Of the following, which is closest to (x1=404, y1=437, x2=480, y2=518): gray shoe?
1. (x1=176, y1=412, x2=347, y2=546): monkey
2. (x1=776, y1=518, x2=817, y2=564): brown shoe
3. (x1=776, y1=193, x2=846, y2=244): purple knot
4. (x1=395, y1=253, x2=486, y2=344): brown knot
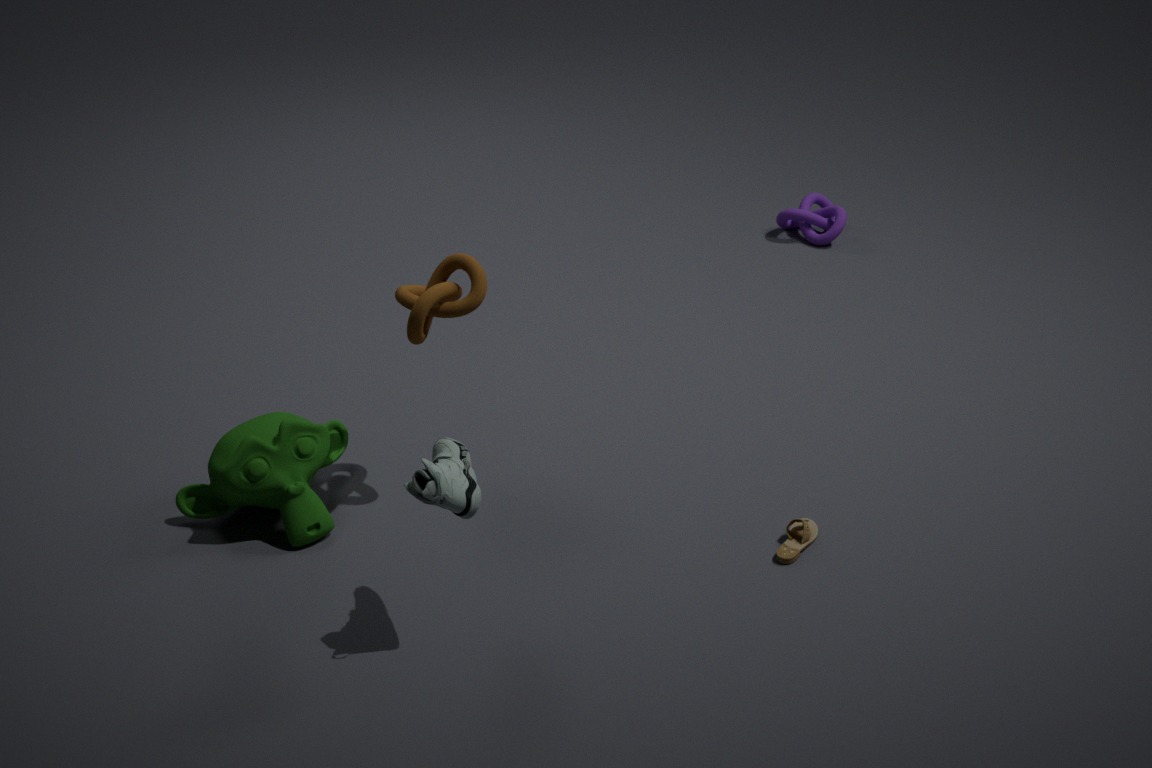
(x1=395, y1=253, x2=486, y2=344): brown knot
